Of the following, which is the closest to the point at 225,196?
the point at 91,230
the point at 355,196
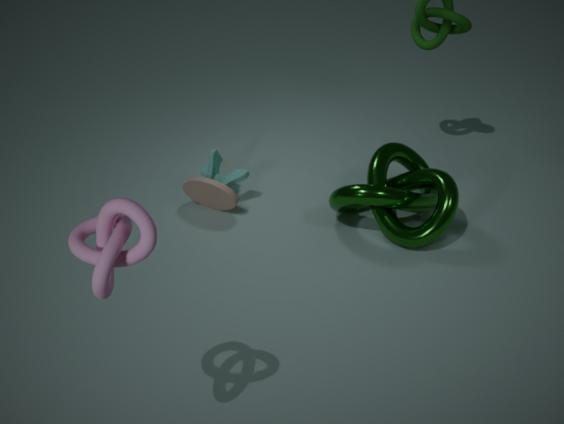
the point at 355,196
